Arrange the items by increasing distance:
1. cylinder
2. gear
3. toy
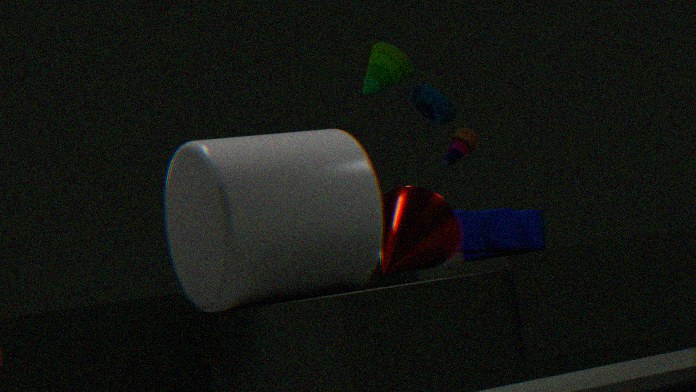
cylinder → gear → toy
